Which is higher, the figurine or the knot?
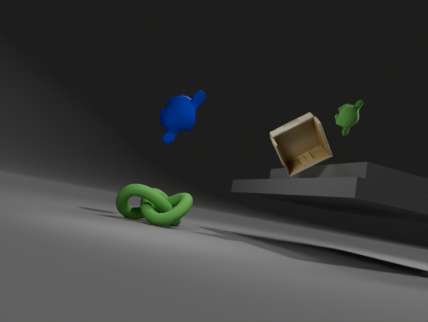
the figurine
